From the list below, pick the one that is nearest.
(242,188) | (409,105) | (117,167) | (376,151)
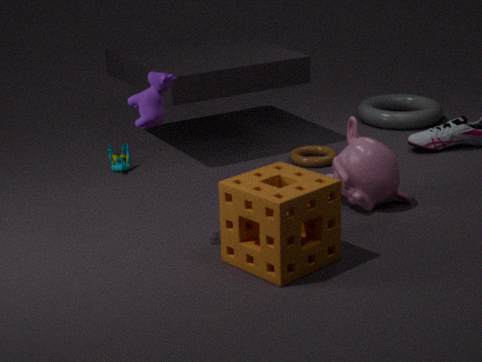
(242,188)
